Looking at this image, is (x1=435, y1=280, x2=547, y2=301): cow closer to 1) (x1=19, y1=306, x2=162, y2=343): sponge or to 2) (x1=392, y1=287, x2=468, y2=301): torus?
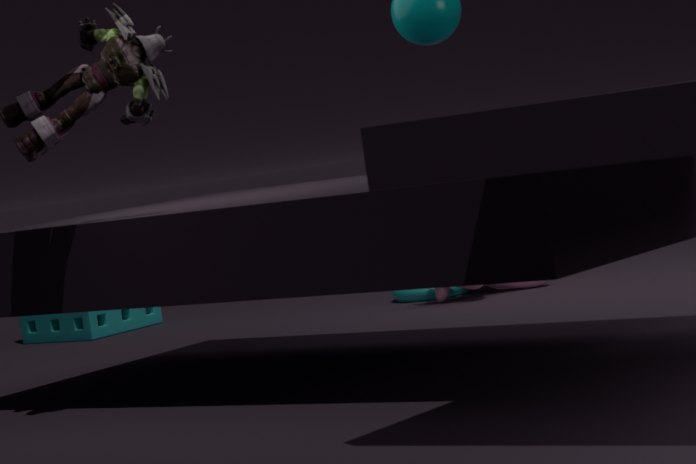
2) (x1=392, y1=287, x2=468, y2=301): torus
